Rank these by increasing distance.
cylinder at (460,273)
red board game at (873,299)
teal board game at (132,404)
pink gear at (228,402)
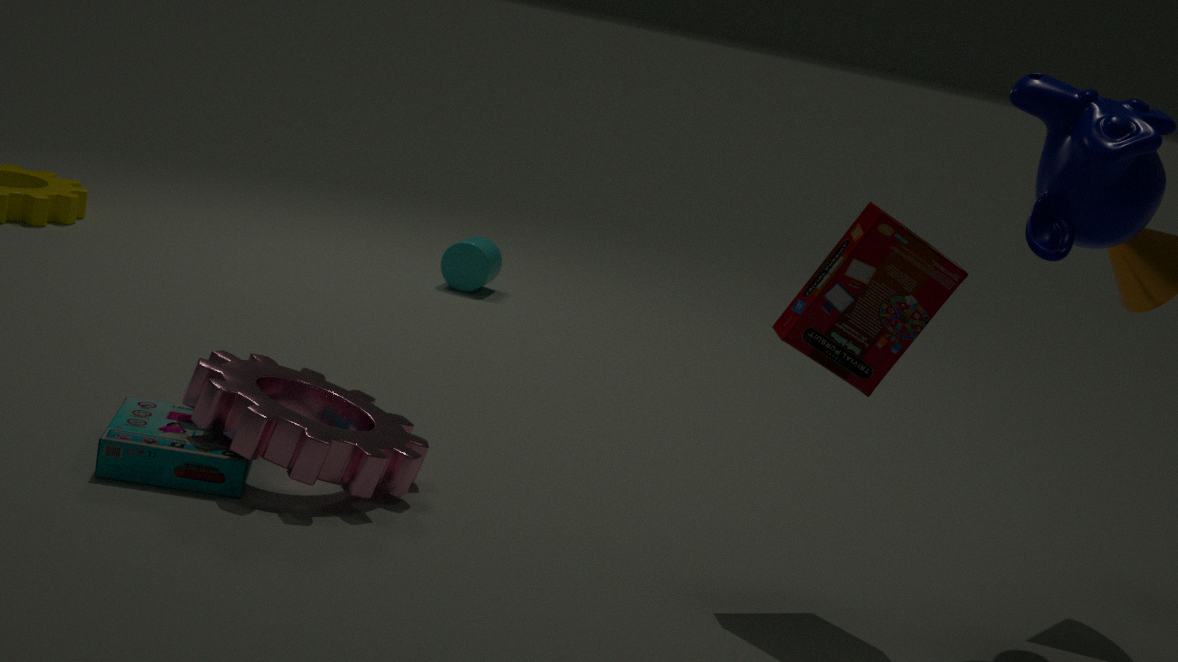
red board game at (873,299) < teal board game at (132,404) < pink gear at (228,402) < cylinder at (460,273)
